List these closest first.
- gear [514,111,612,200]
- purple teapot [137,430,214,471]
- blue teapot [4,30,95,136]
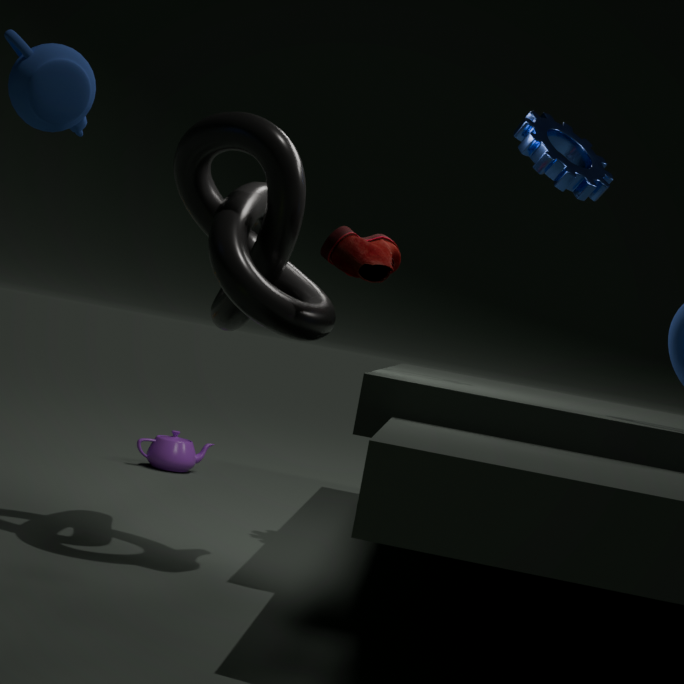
blue teapot [4,30,95,136] < gear [514,111,612,200] < purple teapot [137,430,214,471]
